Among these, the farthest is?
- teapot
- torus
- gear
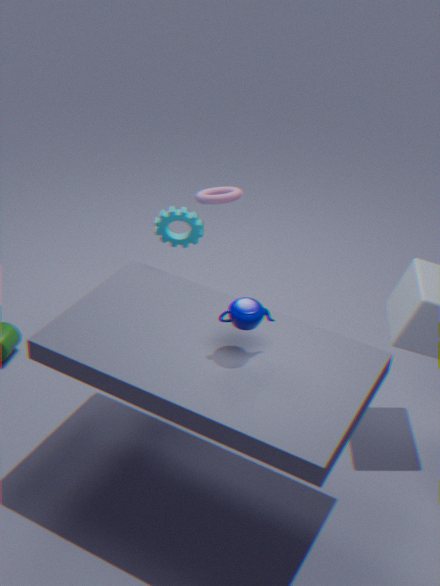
torus
